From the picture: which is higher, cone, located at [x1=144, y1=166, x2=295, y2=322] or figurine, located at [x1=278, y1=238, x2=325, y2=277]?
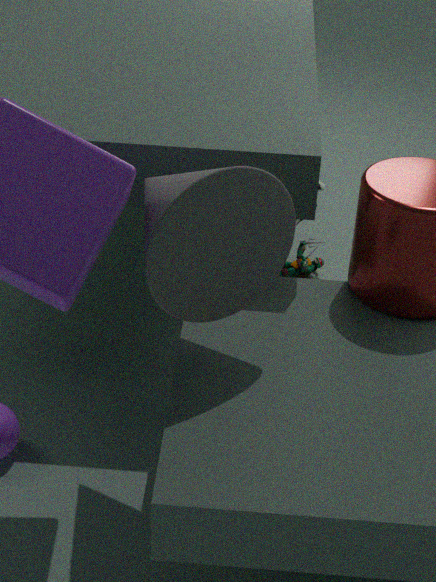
cone, located at [x1=144, y1=166, x2=295, y2=322]
